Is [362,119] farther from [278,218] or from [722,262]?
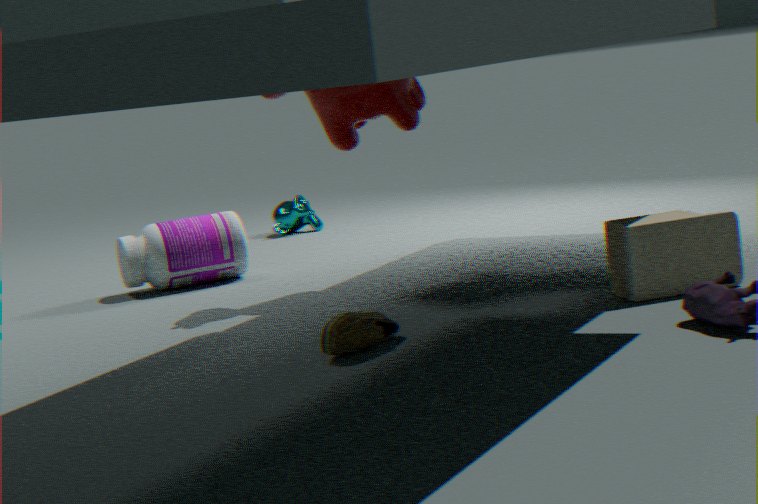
[278,218]
